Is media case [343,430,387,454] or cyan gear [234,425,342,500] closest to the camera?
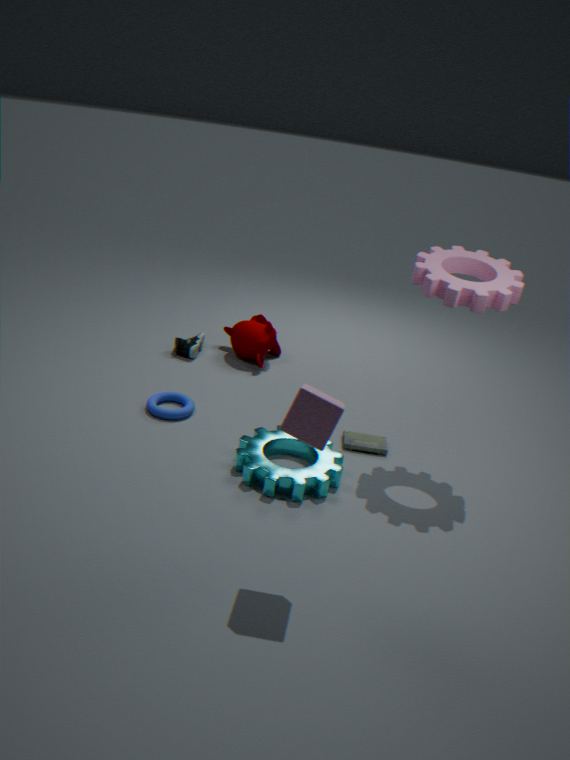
cyan gear [234,425,342,500]
